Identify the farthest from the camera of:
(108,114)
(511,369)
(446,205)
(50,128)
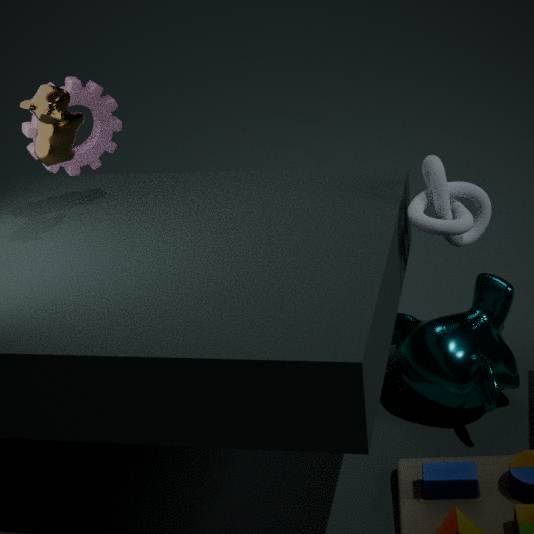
(108,114)
